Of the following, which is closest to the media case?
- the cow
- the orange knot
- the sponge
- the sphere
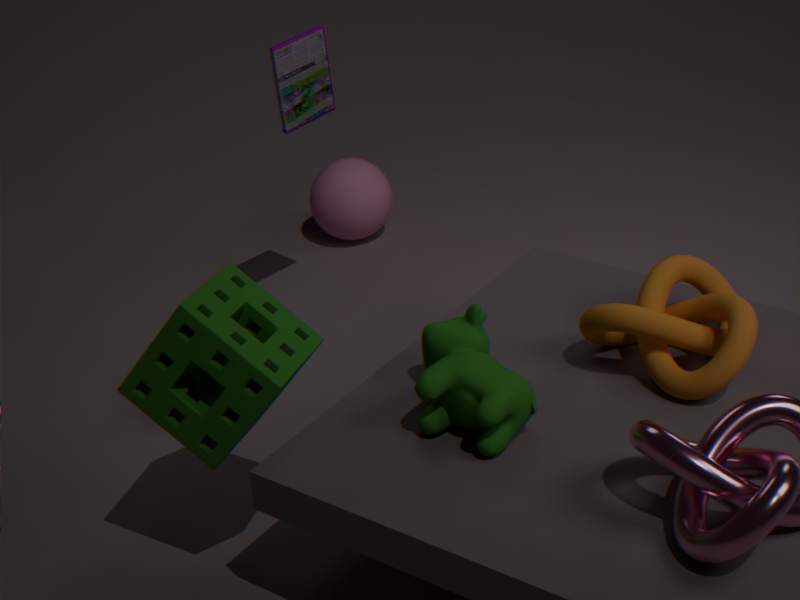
the sphere
